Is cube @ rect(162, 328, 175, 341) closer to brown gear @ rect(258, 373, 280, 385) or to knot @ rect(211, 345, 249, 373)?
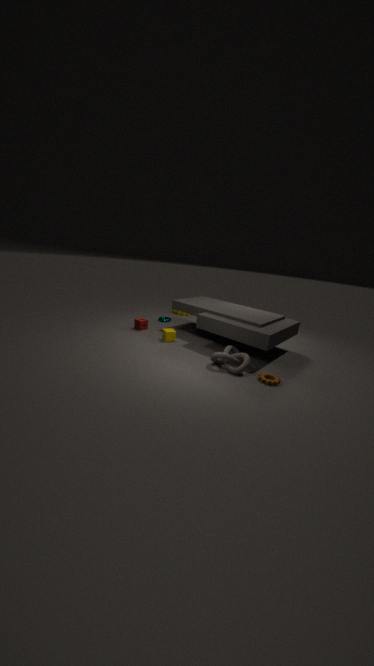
knot @ rect(211, 345, 249, 373)
